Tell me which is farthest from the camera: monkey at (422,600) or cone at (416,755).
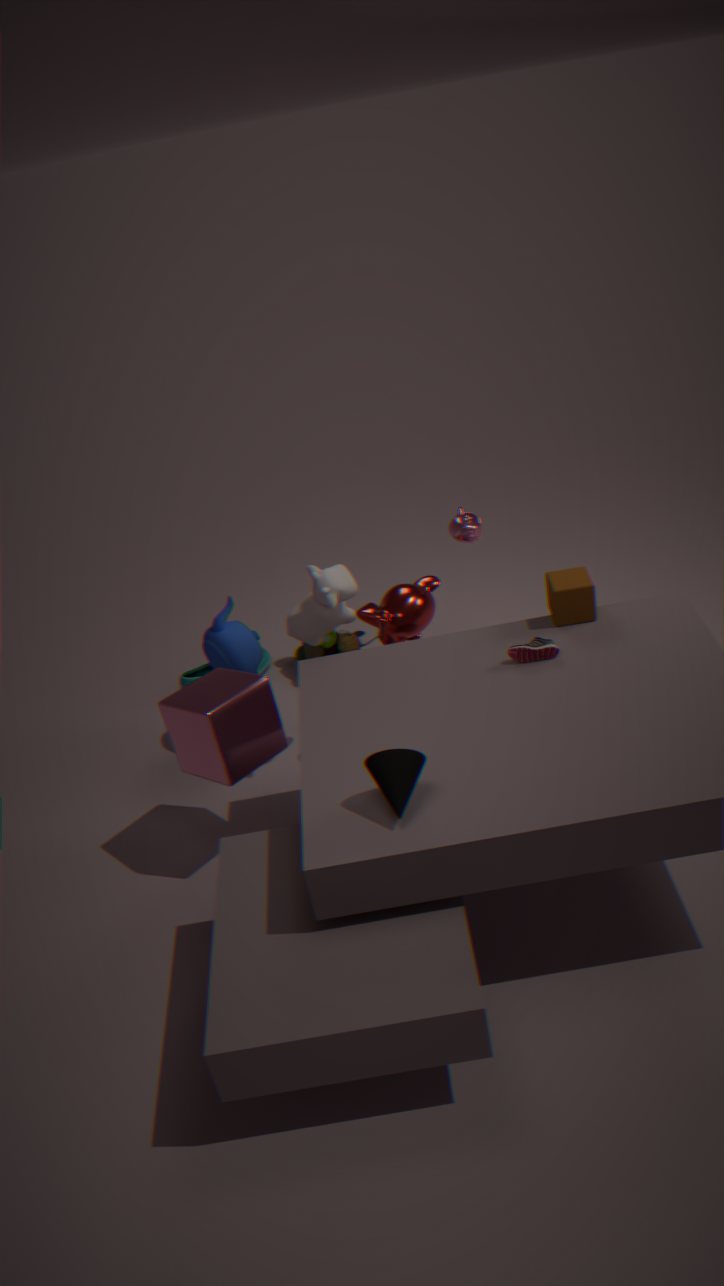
monkey at (422,600)
